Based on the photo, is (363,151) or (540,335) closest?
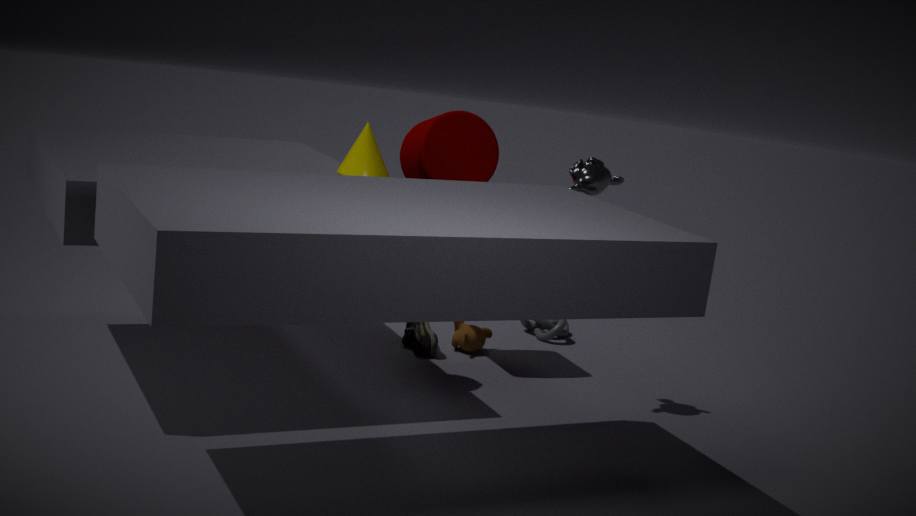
(363,151)
